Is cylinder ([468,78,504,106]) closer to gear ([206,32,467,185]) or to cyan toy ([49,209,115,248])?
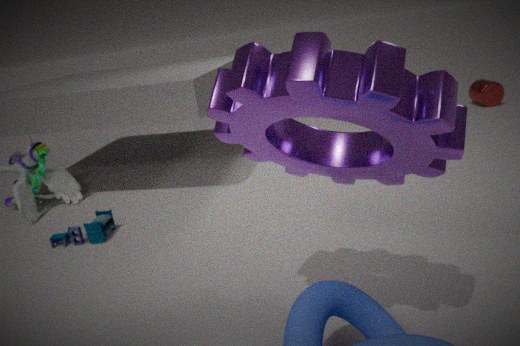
gear ([206,32,467,185])
